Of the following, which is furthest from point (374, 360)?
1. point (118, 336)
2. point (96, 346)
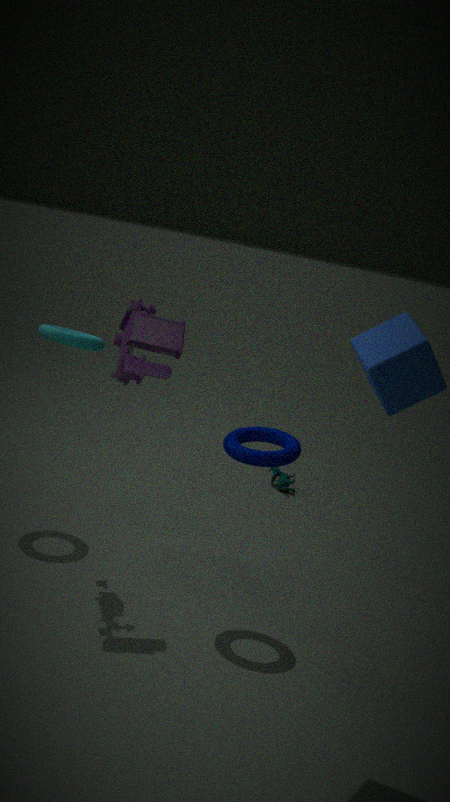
point (96, 346)
